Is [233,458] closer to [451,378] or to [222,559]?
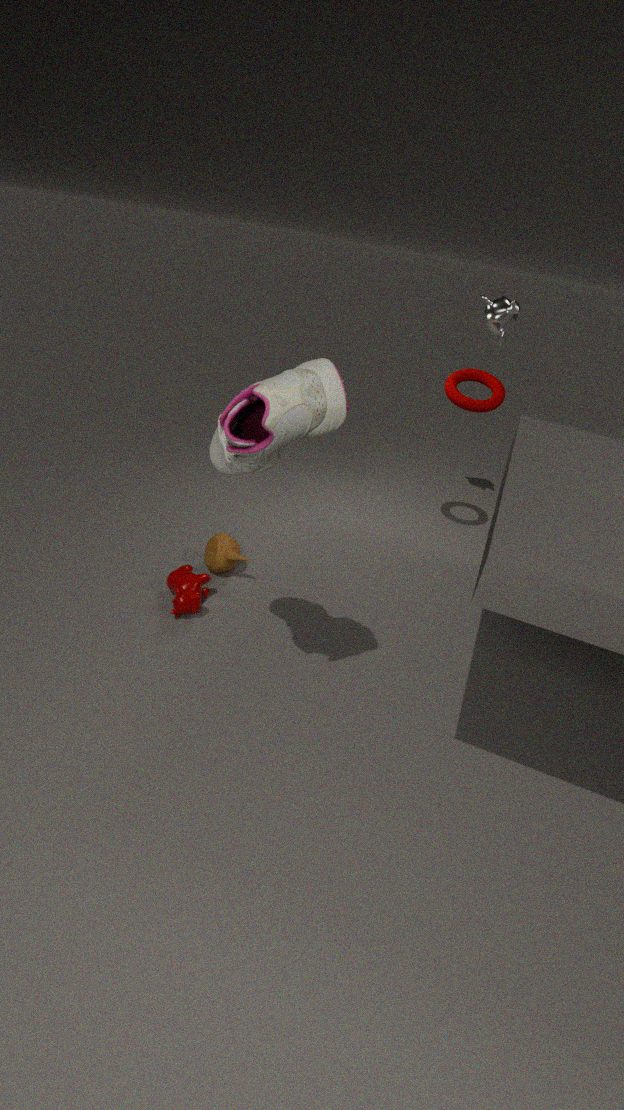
[222,559]
